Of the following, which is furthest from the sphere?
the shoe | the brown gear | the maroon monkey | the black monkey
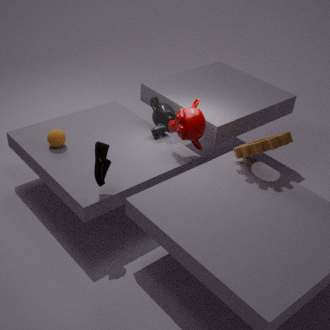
the brown gear
